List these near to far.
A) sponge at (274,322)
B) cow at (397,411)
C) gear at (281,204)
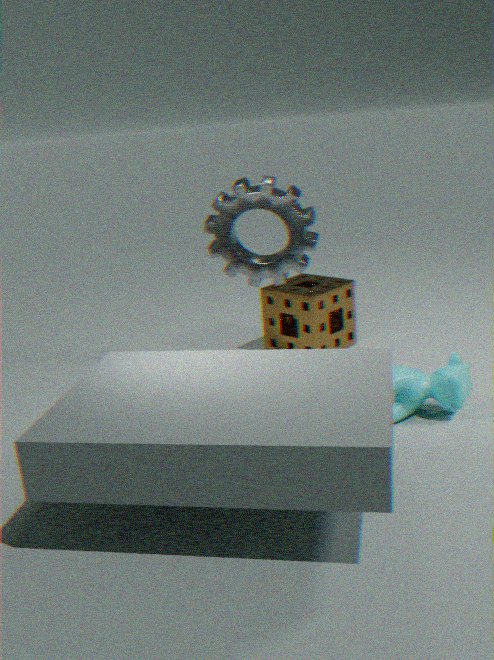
cow at (397,411) < gear at (281,204) < sponge at (274,322)
